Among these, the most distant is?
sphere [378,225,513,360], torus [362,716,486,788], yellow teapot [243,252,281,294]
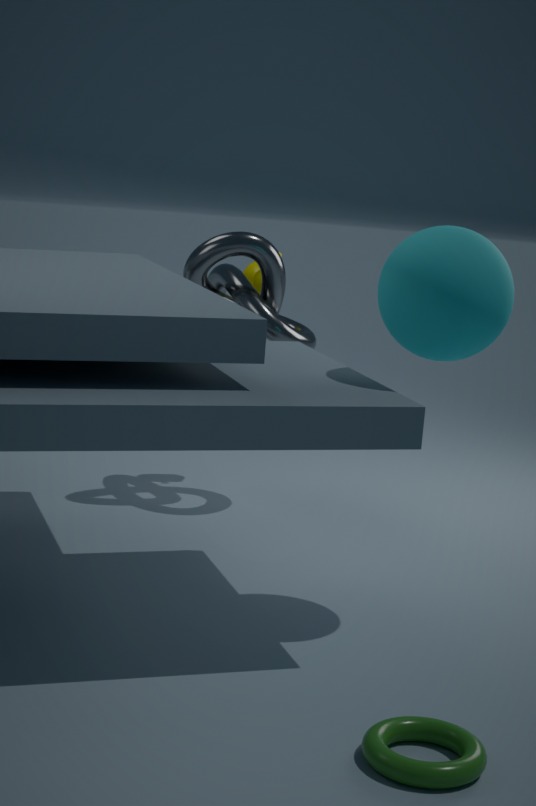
yellow teapot [243,252,281,294]
